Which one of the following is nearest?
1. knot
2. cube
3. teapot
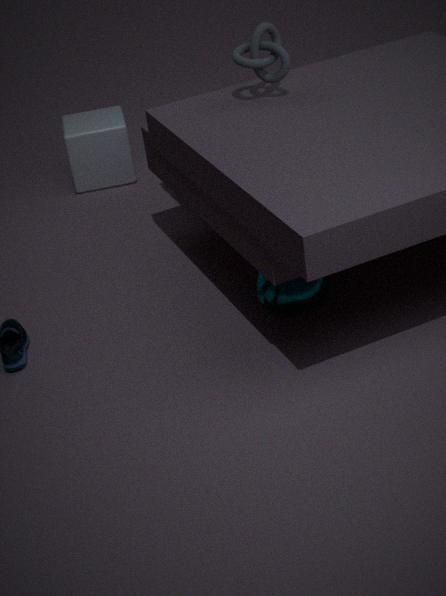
teapot
